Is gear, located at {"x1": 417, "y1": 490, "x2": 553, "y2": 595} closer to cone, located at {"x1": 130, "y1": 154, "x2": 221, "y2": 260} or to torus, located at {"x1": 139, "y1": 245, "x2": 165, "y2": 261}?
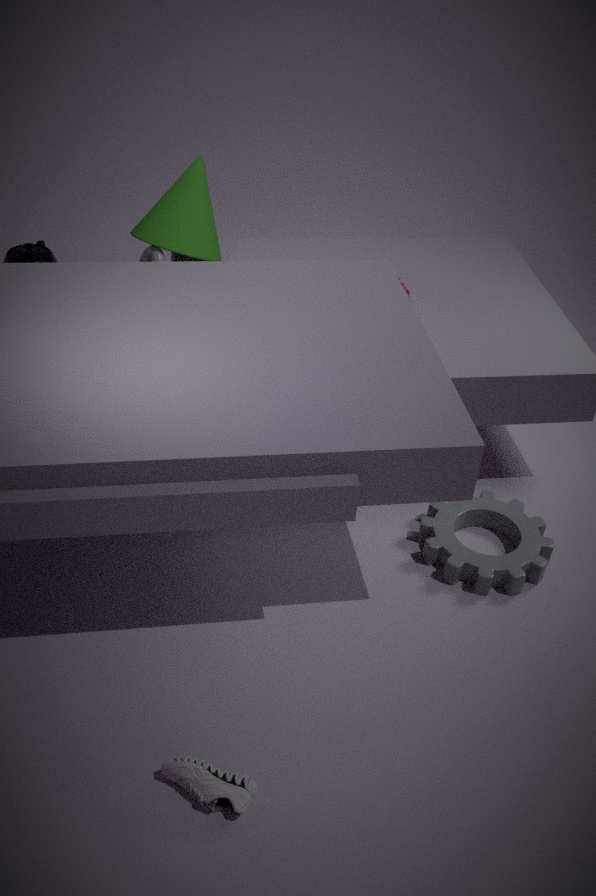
cone, located at {"x1": 130, "y1": 154, "x2": 221, "y2": 260}
